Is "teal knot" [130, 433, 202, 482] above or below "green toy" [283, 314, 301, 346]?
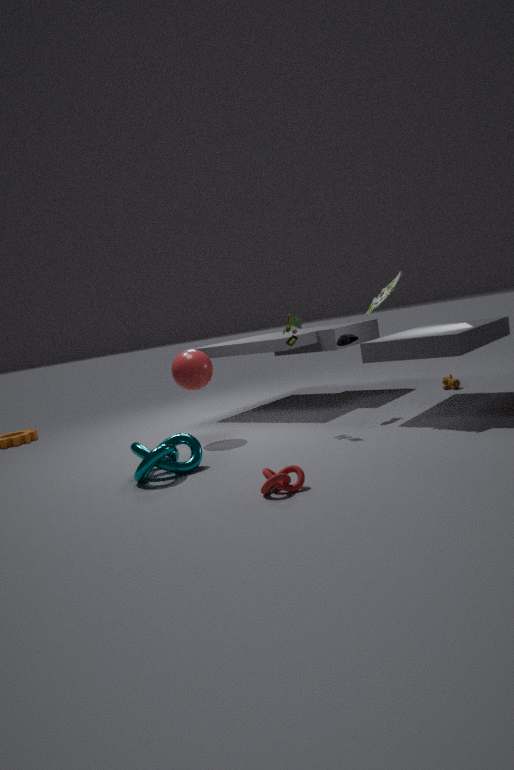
below
